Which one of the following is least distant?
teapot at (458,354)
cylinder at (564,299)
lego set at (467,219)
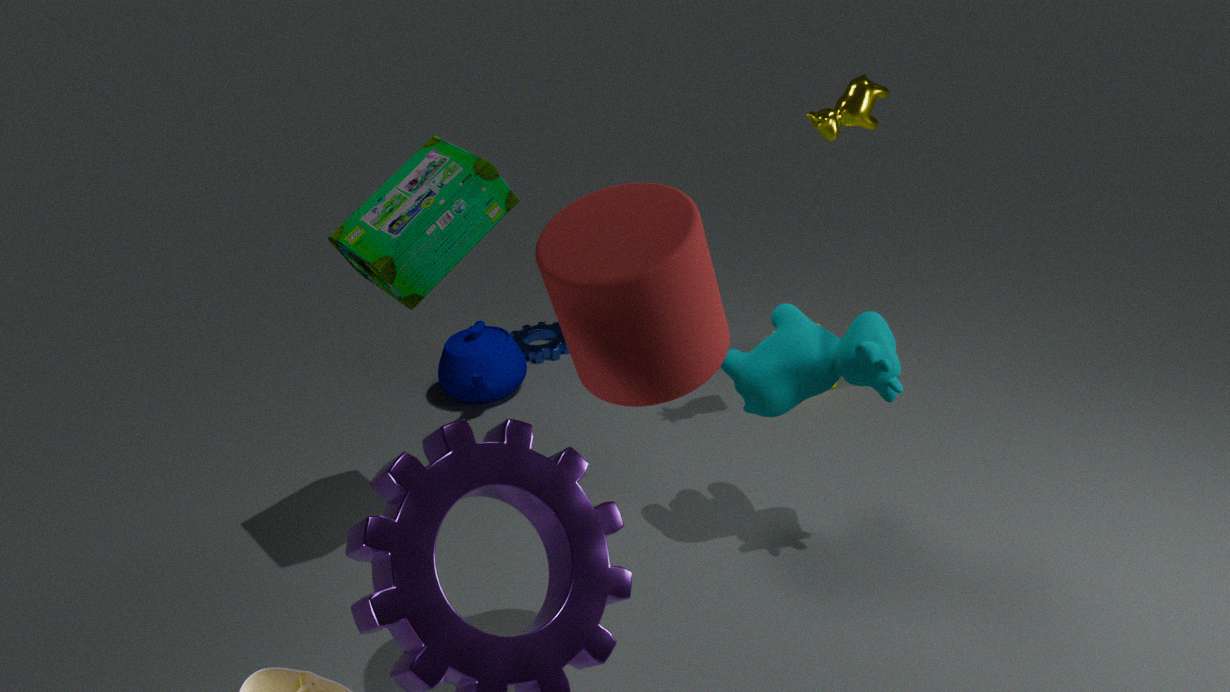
cylinder at (564,299)
